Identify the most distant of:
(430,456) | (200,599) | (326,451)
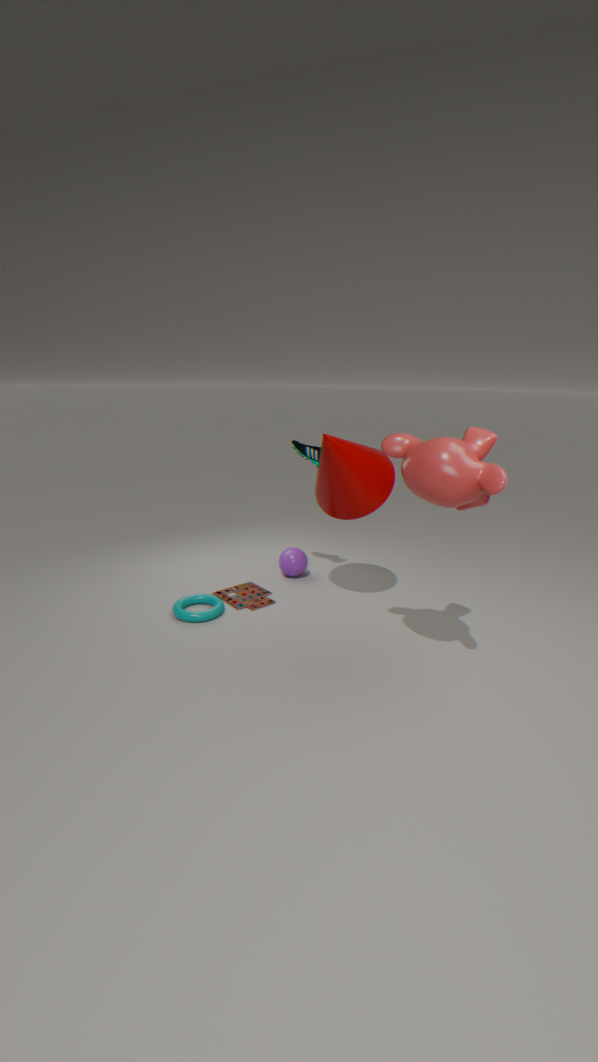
(200,599)
